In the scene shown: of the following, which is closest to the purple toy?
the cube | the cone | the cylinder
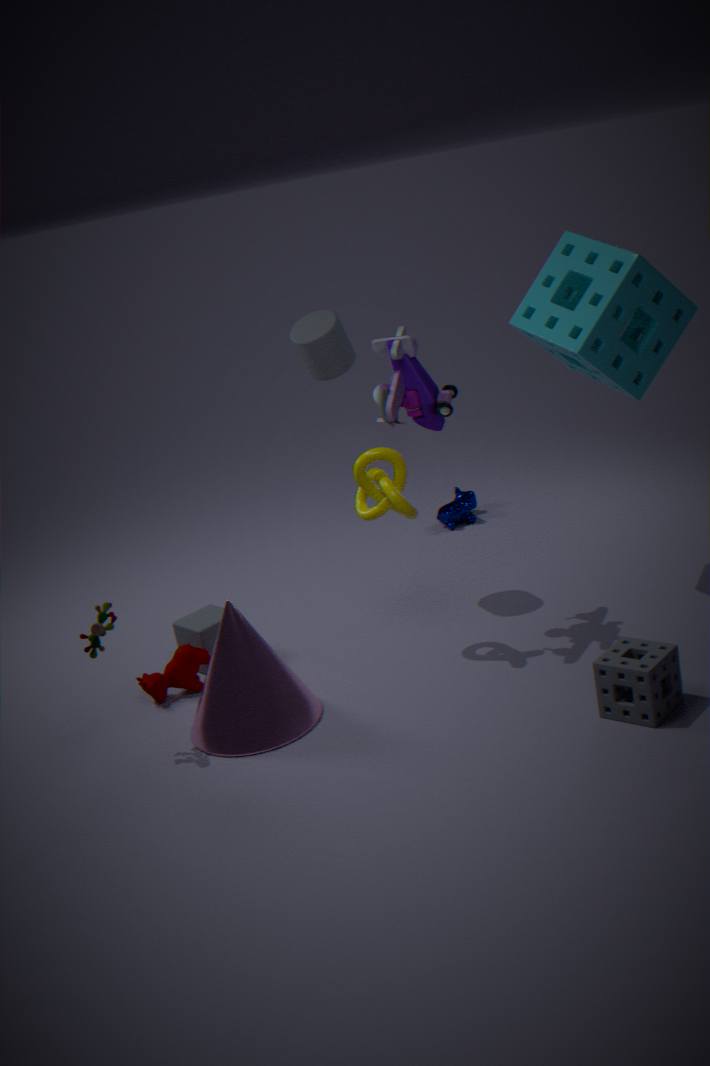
the cylinder
